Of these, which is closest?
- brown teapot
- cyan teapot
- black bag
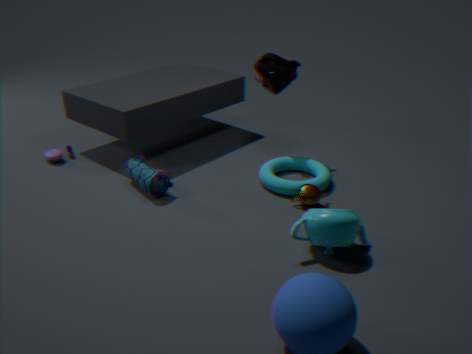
cyan teapot
